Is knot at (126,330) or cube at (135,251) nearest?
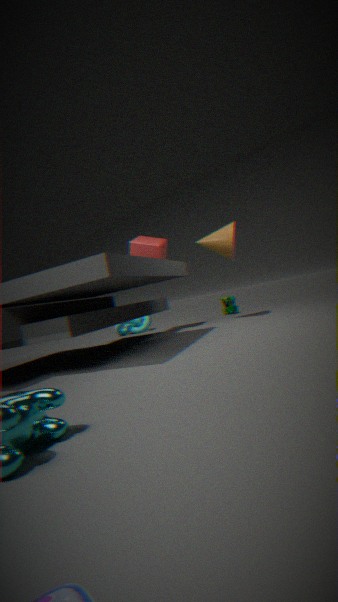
cube at (135,251)
